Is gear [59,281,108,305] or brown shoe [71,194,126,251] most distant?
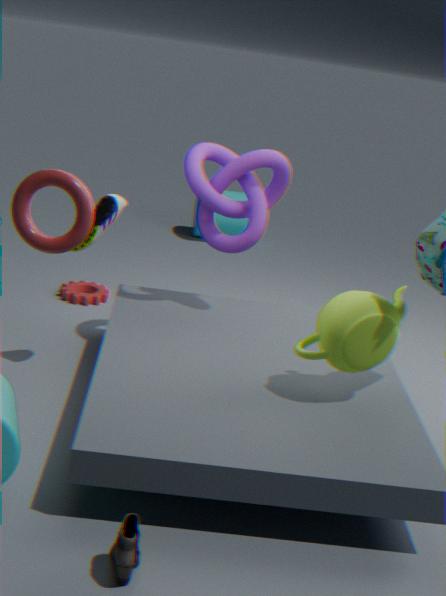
gear [59,281,108,305]
